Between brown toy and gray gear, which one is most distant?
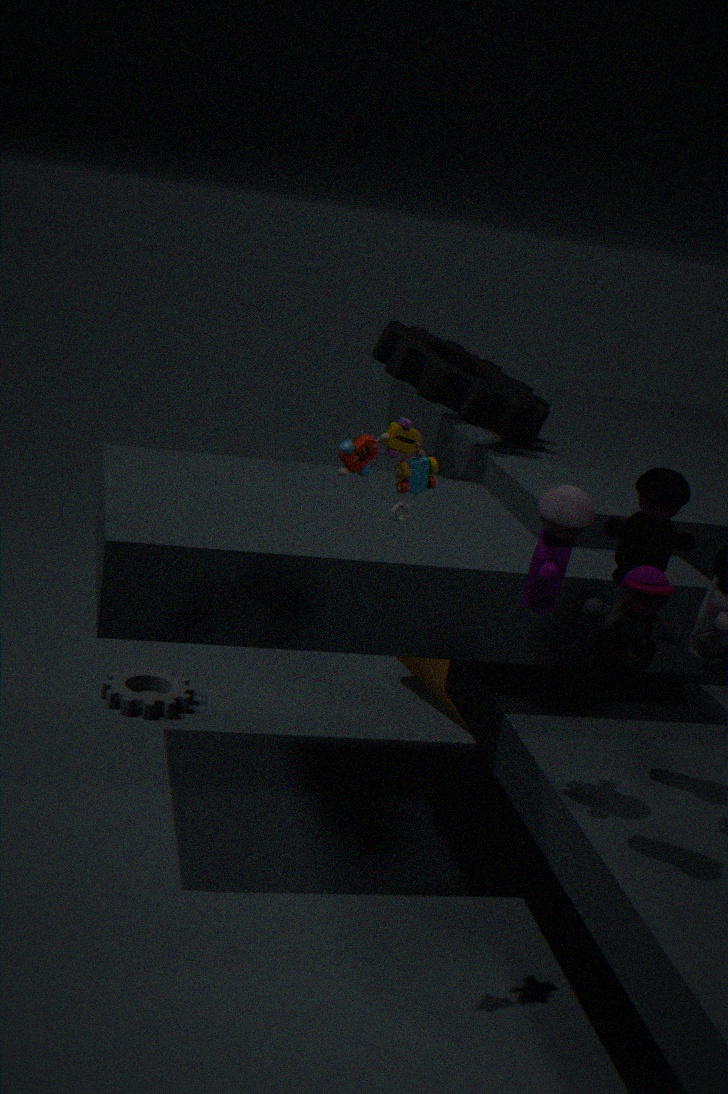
gray gear
